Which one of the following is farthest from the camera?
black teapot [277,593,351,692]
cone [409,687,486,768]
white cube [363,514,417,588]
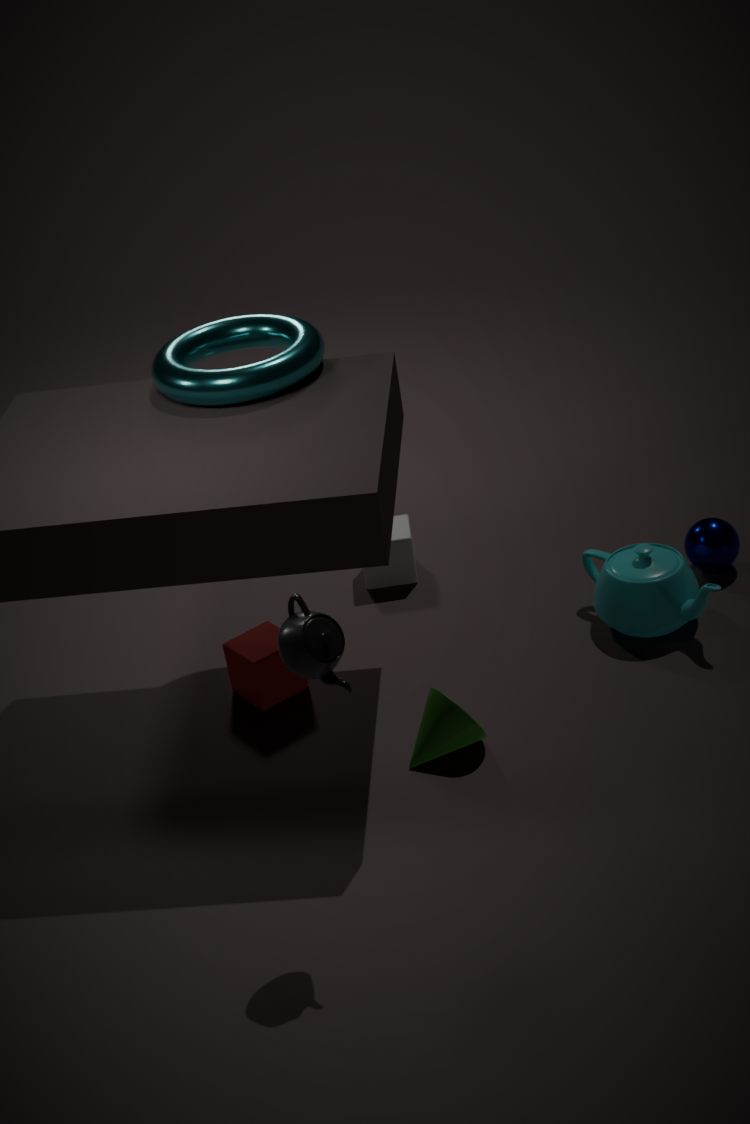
white cube [363,514,417,588]
